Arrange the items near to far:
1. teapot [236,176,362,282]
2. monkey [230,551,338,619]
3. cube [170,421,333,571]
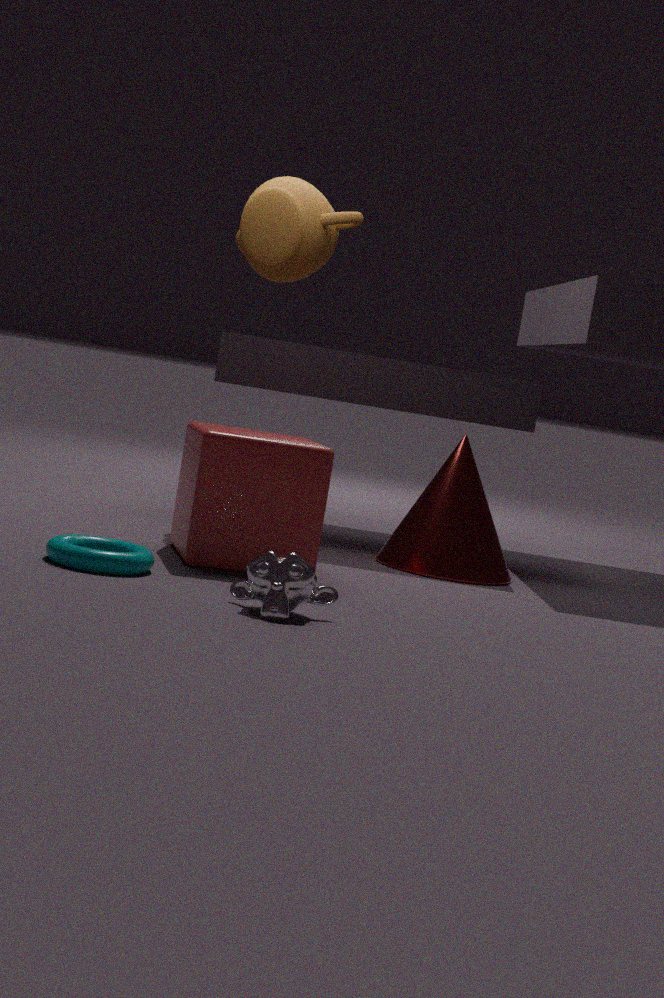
1. monkey [230,551,338,619]
2. cube [170,421,333,571]
3. teapot [236,176,362,282]
